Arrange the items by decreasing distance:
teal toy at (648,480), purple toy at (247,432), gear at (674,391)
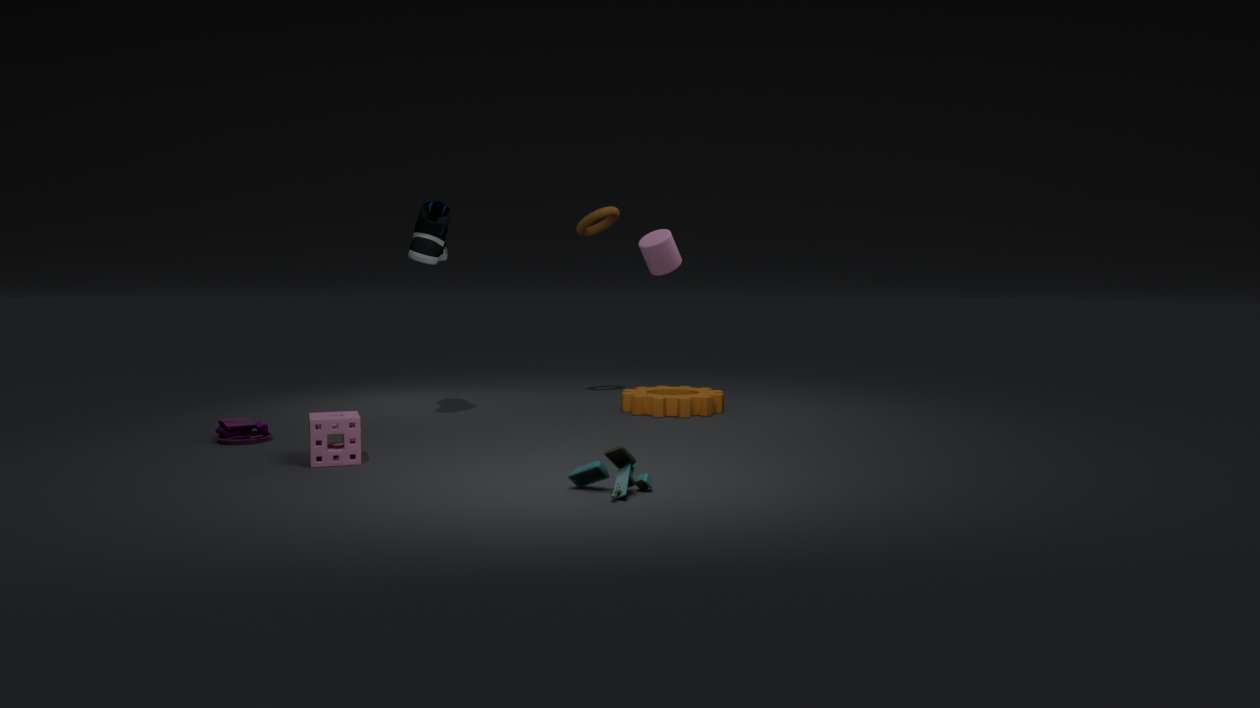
gear at (674,391), purple toy at (247,432), teal toy at (648,480)
